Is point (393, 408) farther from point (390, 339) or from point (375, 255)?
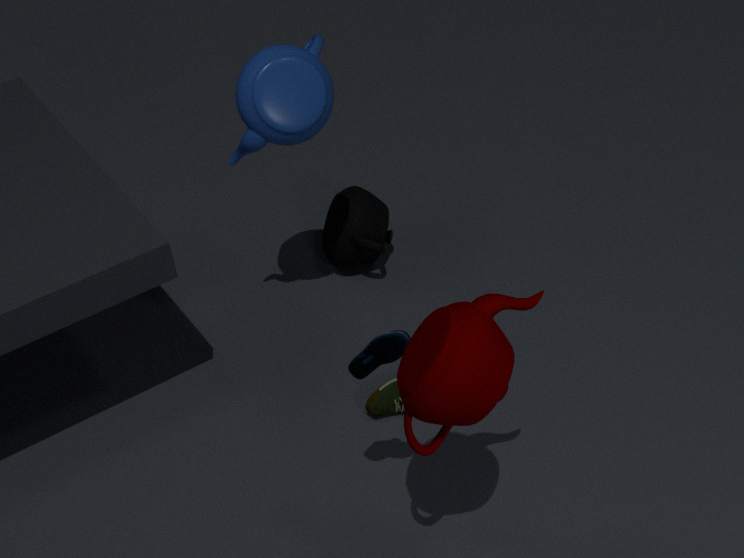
point (375, 255)
